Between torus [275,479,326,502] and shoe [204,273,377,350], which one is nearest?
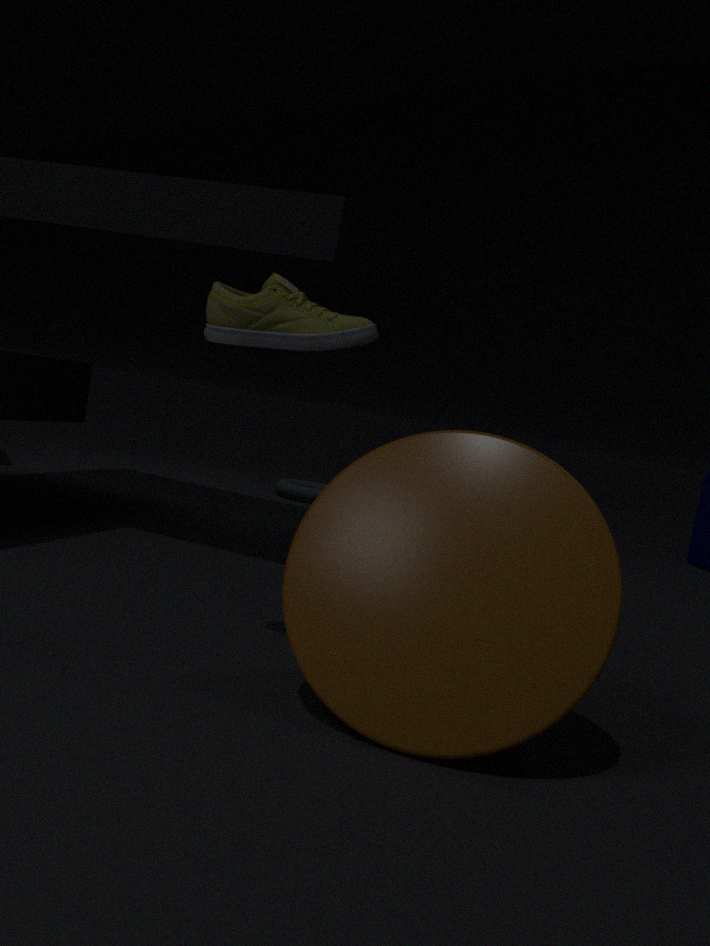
shoe [204,273,377,350]
